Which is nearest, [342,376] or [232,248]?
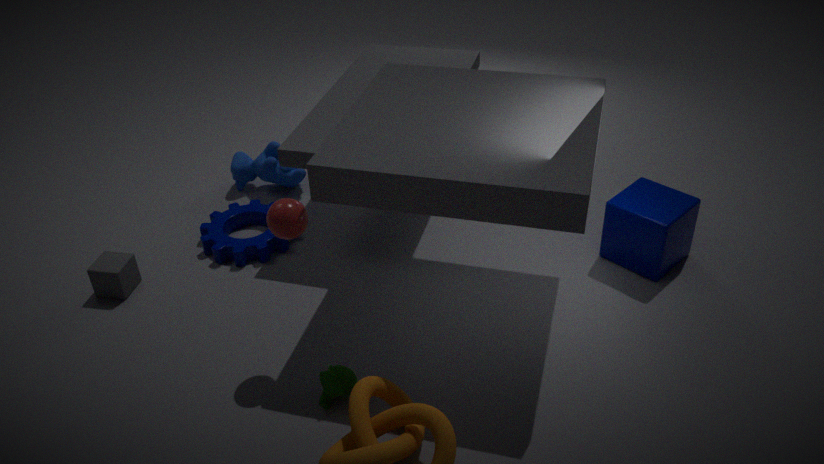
[342,376]
